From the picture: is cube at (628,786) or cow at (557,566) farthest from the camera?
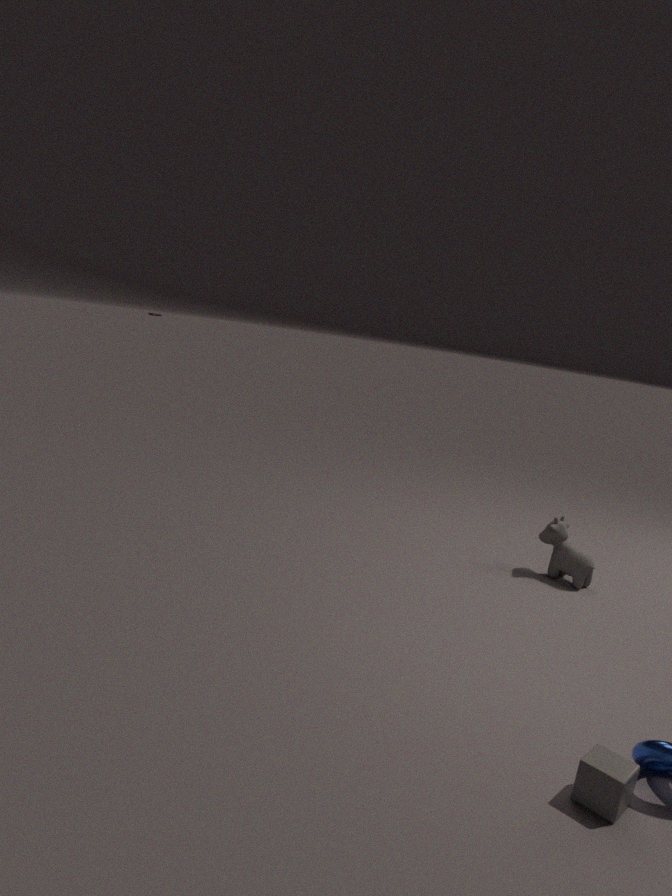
cow at (557,566)
